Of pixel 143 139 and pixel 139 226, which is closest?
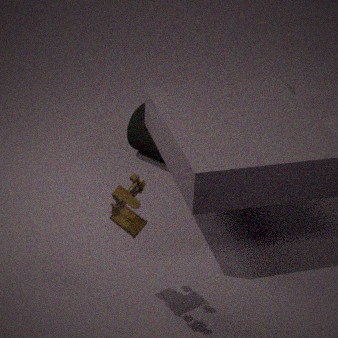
pixel 139 226
